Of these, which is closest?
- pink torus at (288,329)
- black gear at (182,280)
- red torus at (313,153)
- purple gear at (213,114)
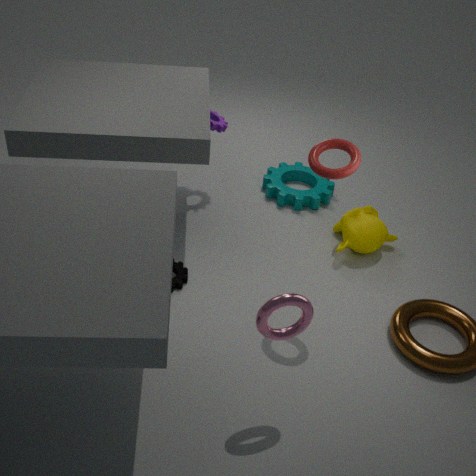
pink torus at (288,329)
